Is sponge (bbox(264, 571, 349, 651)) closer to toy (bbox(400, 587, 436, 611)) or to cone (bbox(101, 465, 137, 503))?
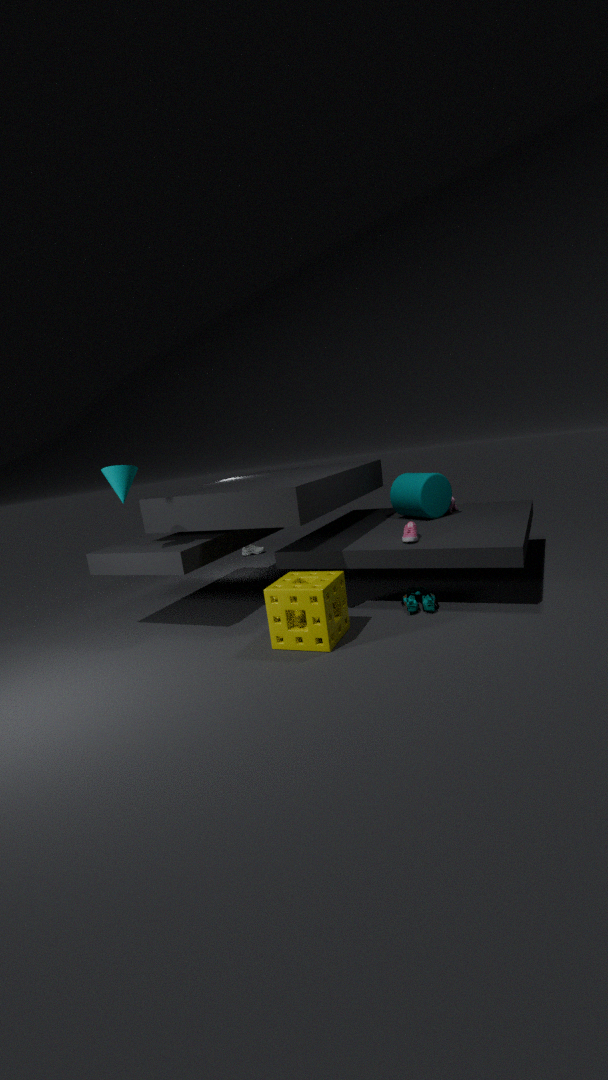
toy (bbox(400, 587, 436, 611))
